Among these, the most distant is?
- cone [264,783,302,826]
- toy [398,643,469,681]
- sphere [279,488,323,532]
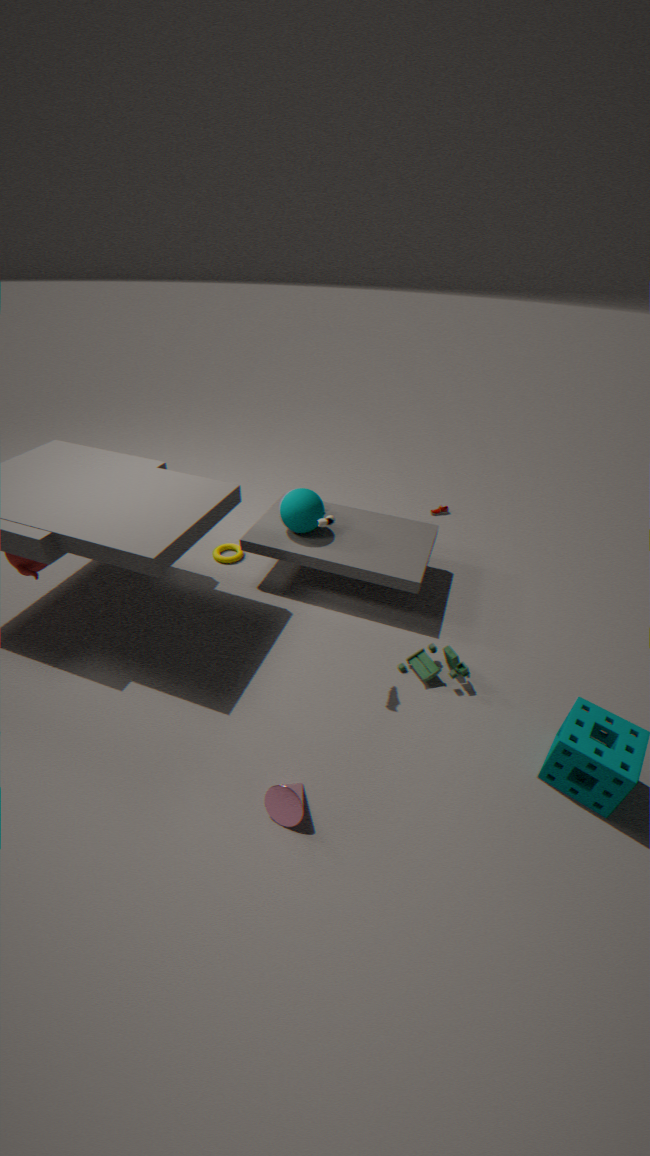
sphere [279,488,323,532]
